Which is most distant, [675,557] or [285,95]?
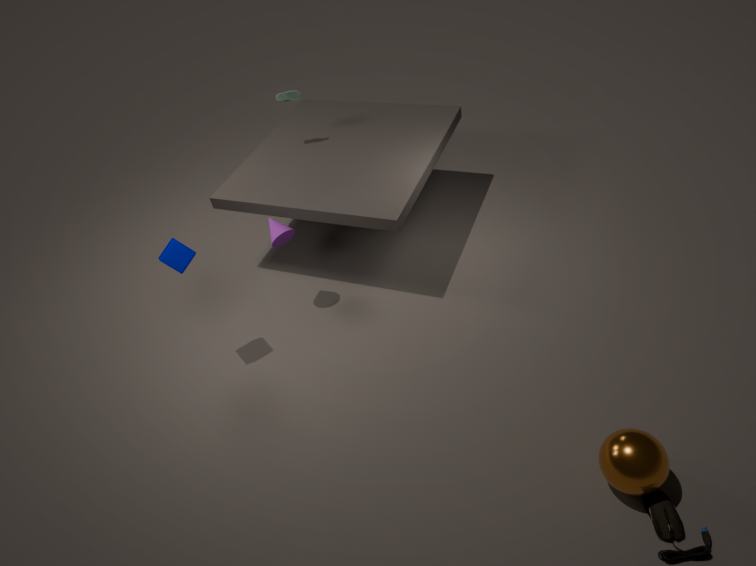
[285,95]
